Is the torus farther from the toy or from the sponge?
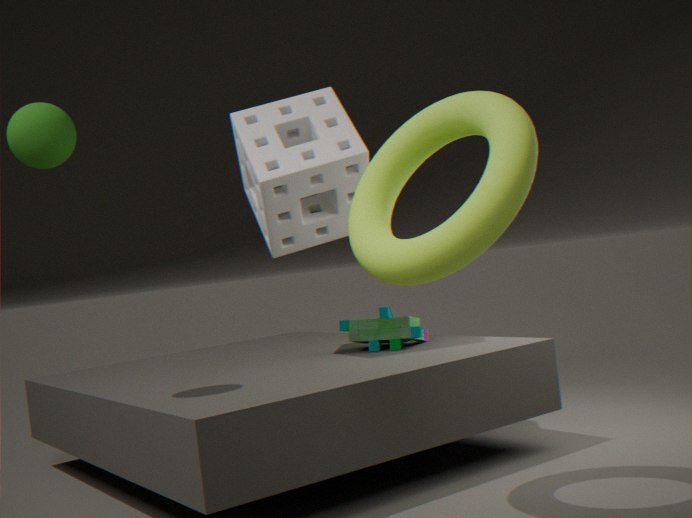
the toy
